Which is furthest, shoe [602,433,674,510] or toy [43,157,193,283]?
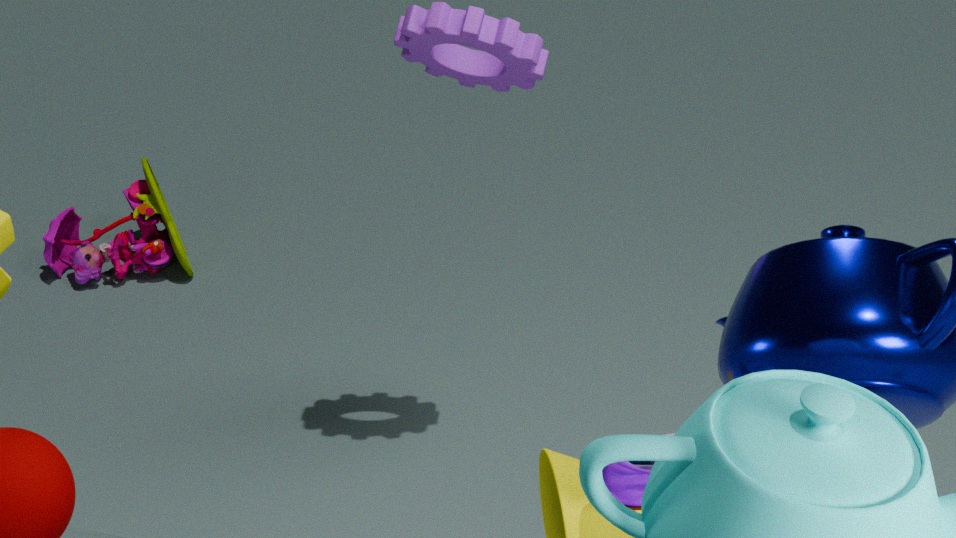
toy [43,157,193,283]
